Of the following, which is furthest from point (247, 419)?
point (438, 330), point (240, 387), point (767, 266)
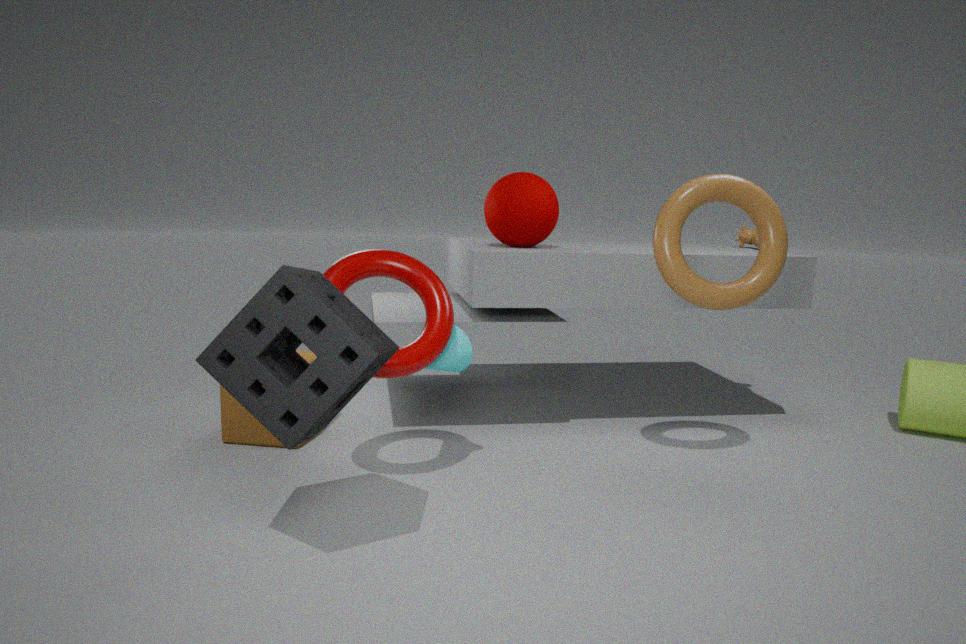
point (767, 266)
